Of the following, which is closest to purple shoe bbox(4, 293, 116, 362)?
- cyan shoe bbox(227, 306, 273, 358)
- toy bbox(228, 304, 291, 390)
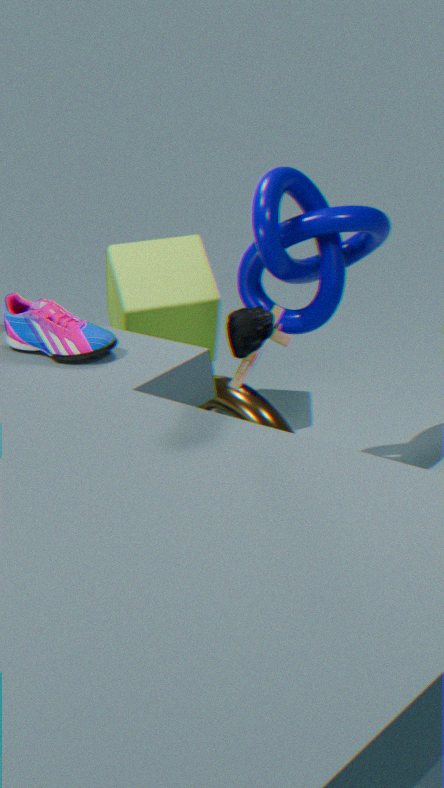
toy bbox(228, 304, 291, 390)
